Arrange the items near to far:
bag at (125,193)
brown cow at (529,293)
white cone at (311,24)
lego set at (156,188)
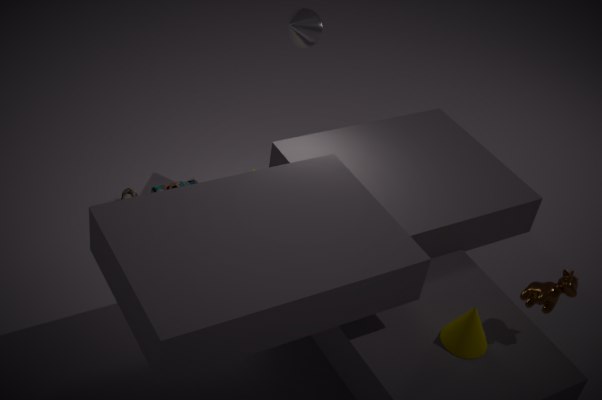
1. brown cow at (529,293)
2. white cone at (311,24)
3. bag at (125,193)
4. lego set at (156,188)
